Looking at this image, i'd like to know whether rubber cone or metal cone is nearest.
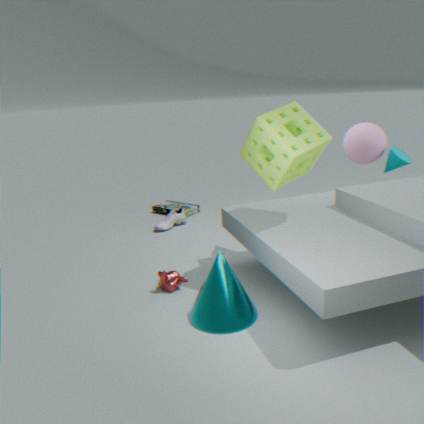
metal cone
